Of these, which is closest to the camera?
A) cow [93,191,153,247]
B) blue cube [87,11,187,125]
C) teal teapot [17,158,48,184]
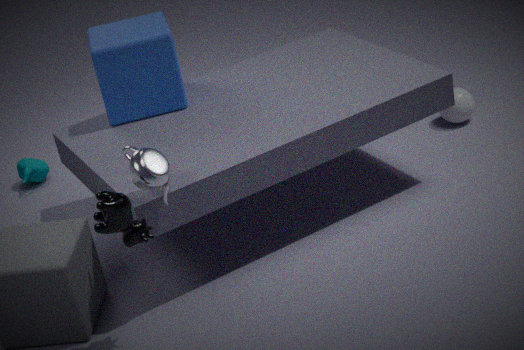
cow [93,191,153,247]
